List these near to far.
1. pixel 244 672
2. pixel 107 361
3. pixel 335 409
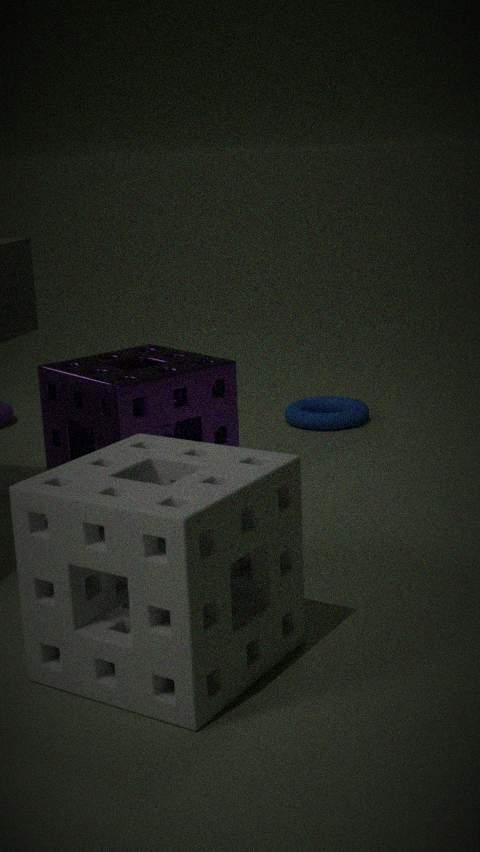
1. pixel 244 672
2. pixel 107 361
3. pixel 335 409
